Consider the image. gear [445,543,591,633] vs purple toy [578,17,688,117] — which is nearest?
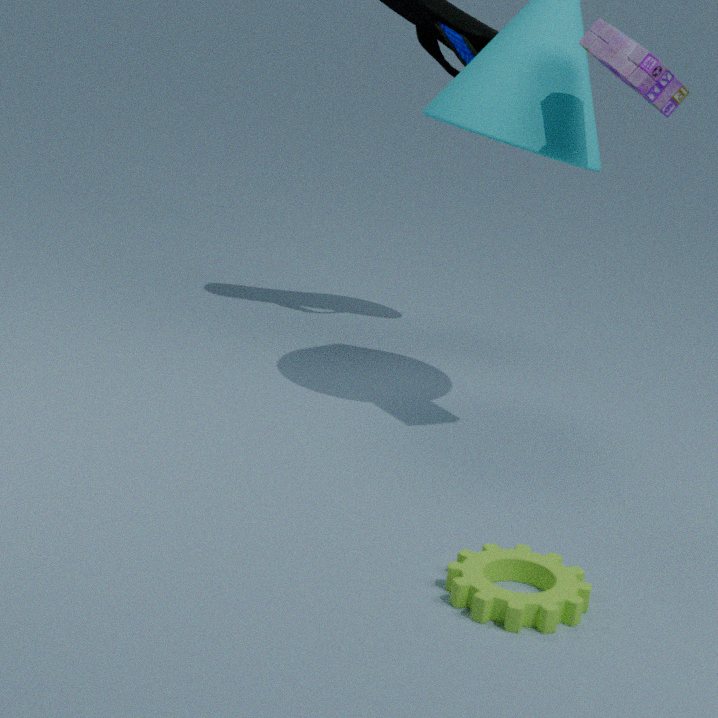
gear [445,543,591,633]
